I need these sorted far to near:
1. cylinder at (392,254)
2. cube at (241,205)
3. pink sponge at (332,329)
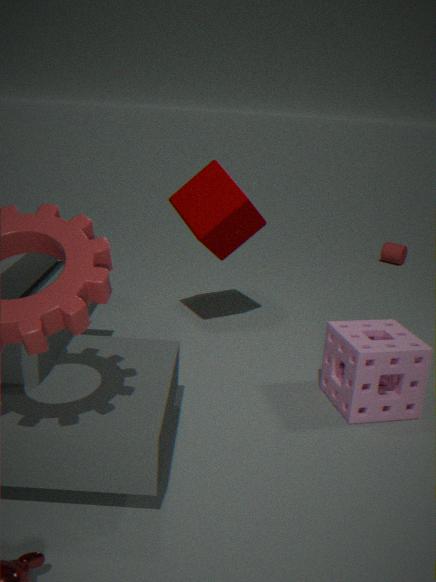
cylinder at (392,254), cube at (241,205), pink sponge at (332,329)
